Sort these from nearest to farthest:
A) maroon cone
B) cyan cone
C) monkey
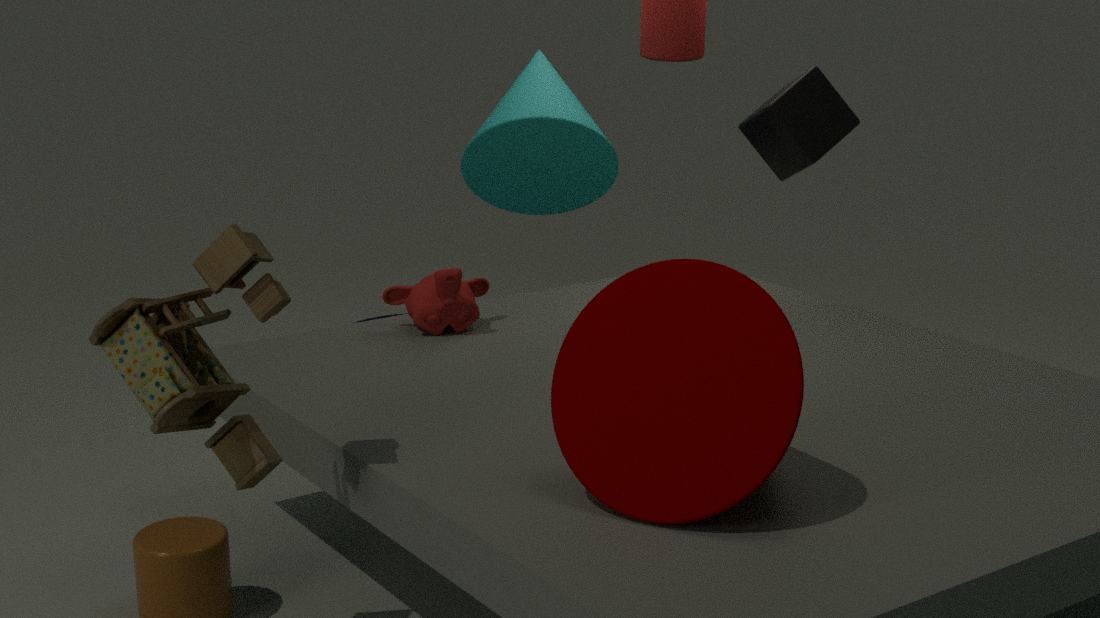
maroon cone < monkey < cyan cone
